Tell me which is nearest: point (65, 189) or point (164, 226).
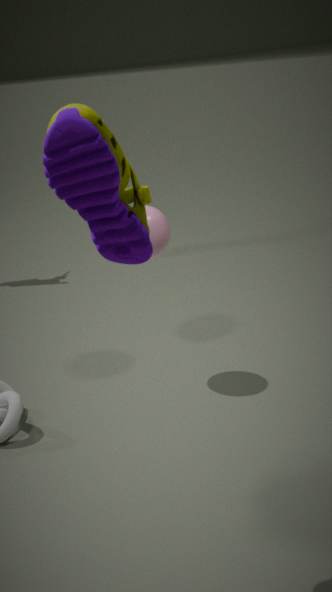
point (65, 189)
